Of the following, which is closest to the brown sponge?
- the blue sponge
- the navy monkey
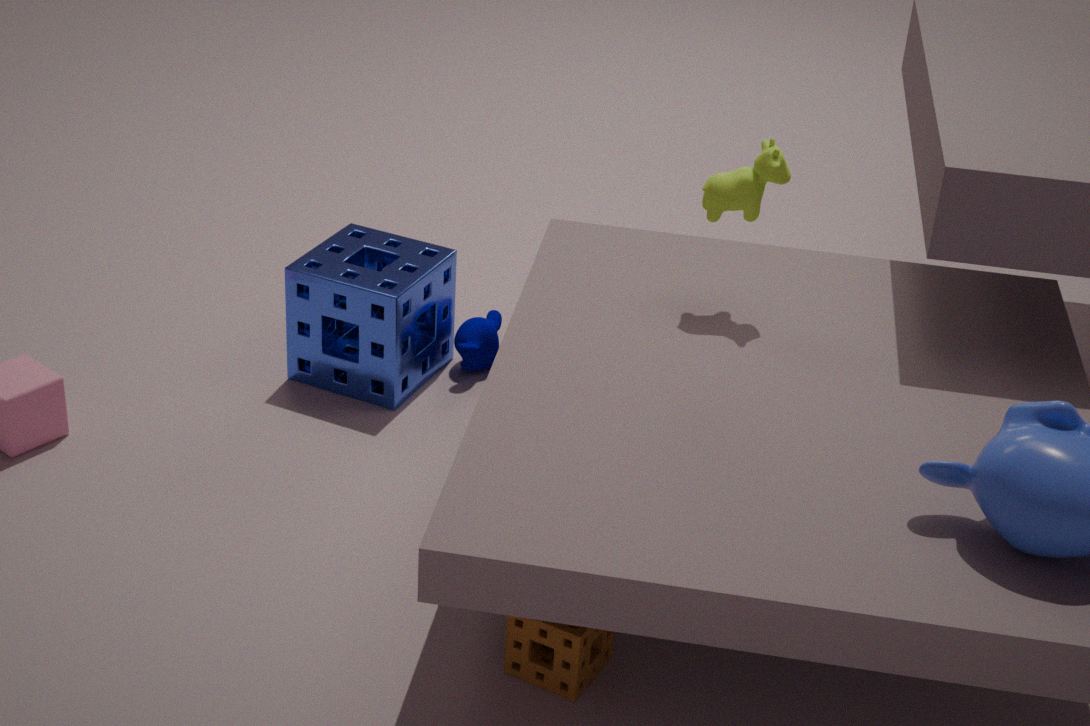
the blue sponge
